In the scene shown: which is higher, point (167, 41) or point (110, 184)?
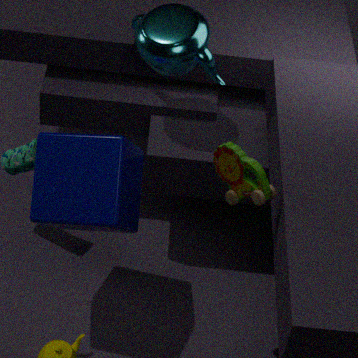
point (167, 41)
